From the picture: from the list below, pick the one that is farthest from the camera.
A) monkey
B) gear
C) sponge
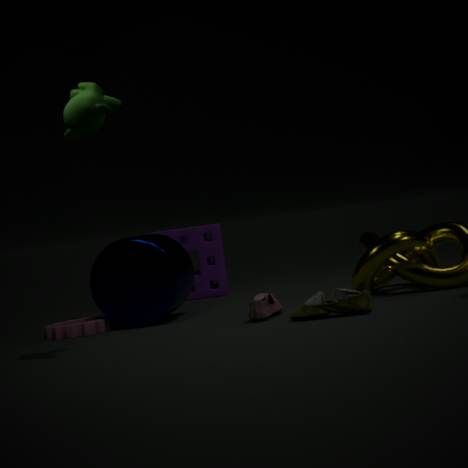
sponge
